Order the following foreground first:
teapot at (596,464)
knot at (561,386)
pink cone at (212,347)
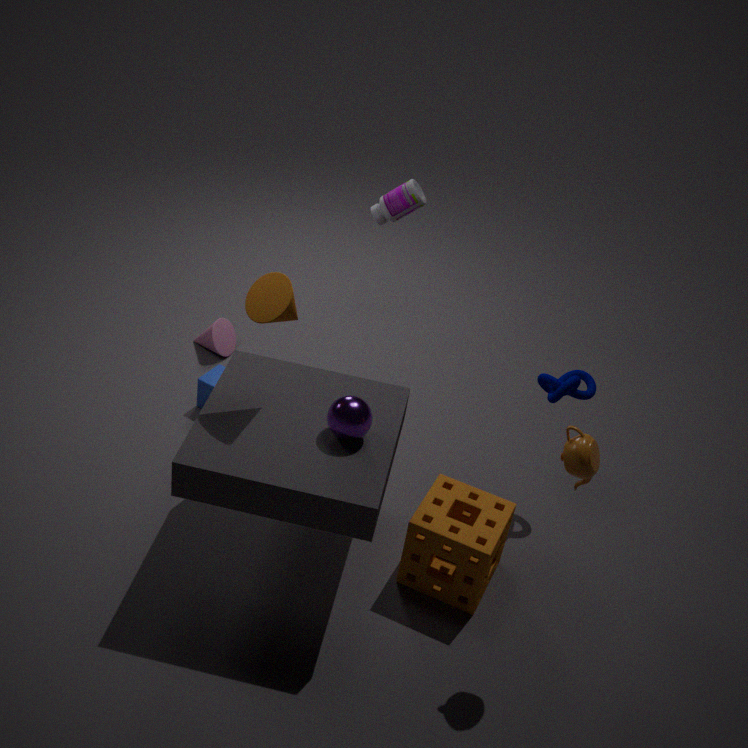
teapot at (596,464)
knot at (561,386)
pink cone at (212,347)
